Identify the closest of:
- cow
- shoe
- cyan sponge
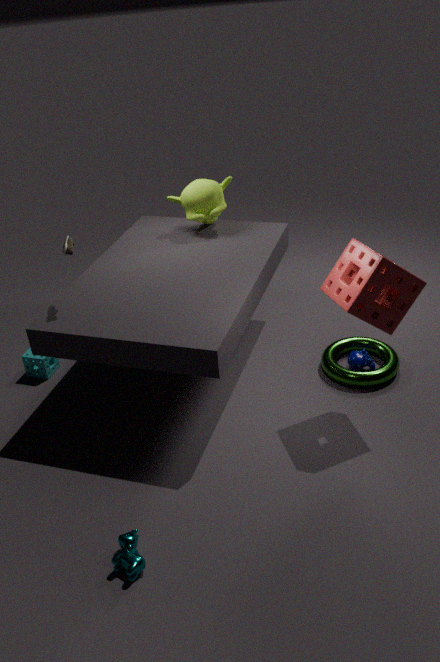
cow
